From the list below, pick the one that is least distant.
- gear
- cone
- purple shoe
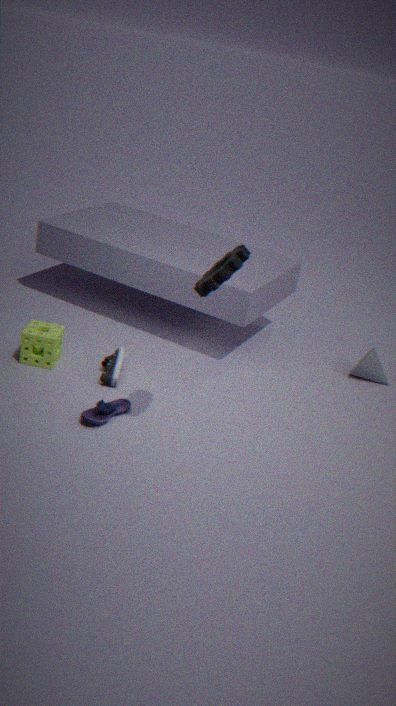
gear
